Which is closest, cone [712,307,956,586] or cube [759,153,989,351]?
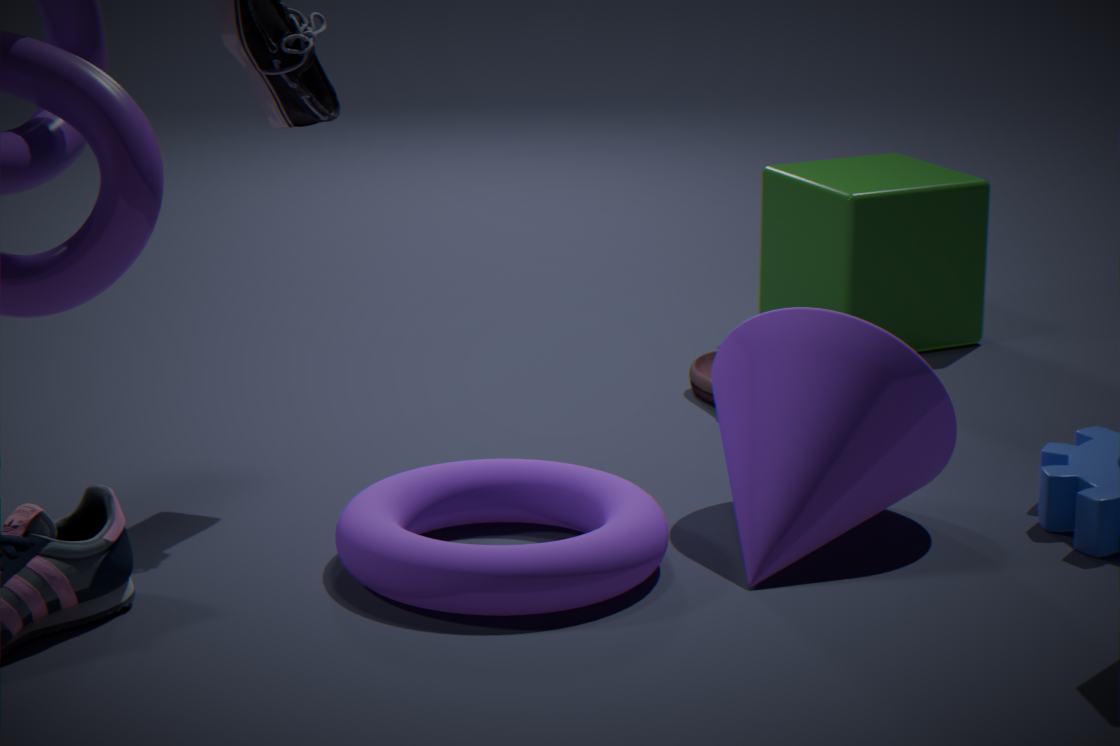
cone [712,307,956,586]
